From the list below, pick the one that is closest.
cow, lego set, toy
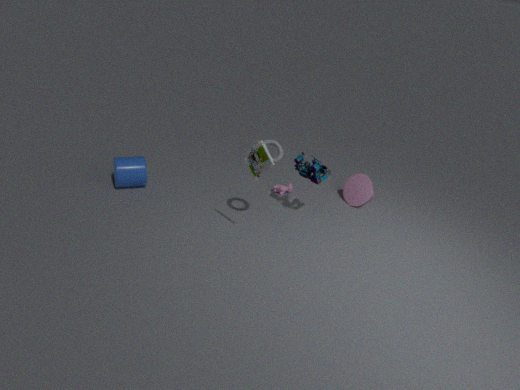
toy
